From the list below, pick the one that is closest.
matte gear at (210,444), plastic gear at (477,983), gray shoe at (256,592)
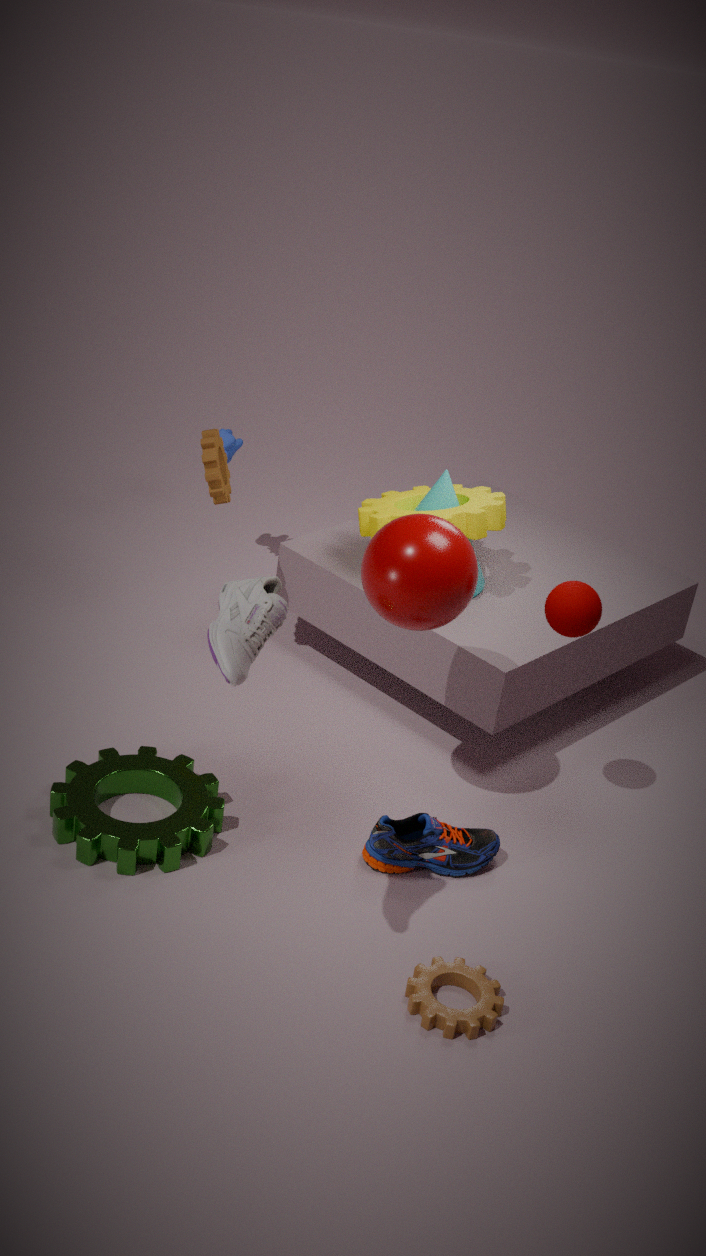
gray shoe at (256,592)
